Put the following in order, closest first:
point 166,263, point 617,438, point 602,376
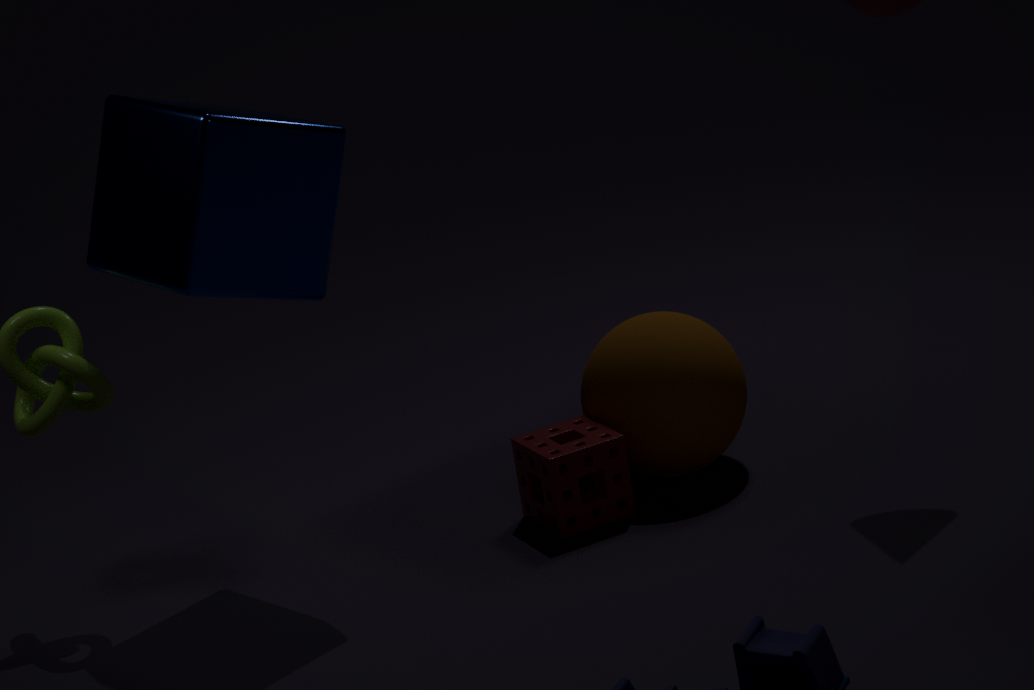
point 166,263
point 617,438
point 602,376
